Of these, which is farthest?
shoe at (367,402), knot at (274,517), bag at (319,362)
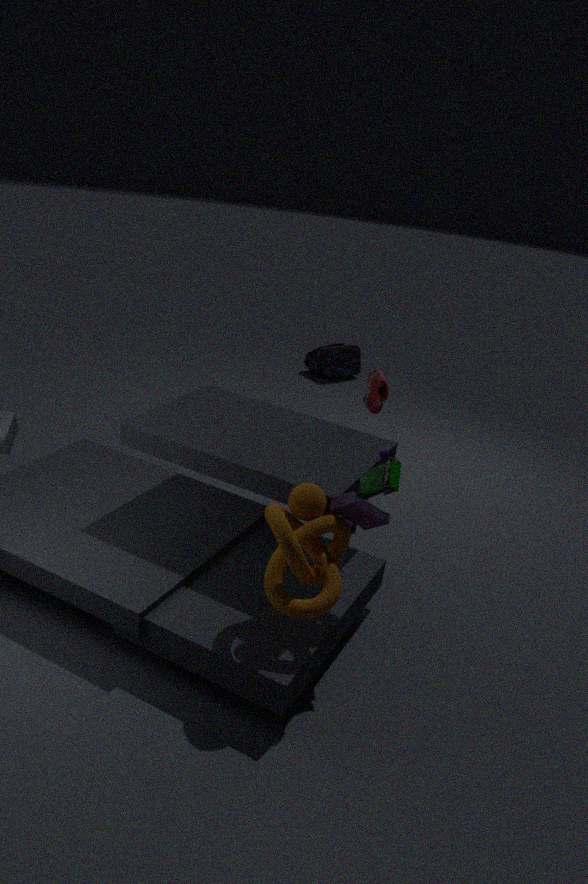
bag at (319,362)
